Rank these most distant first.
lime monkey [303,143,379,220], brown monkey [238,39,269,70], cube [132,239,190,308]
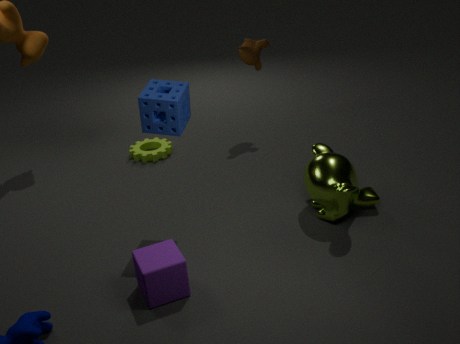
brown monkey [238,39,269,70], lime monkey [303,143,379,220], cube [132,239,190,308]
